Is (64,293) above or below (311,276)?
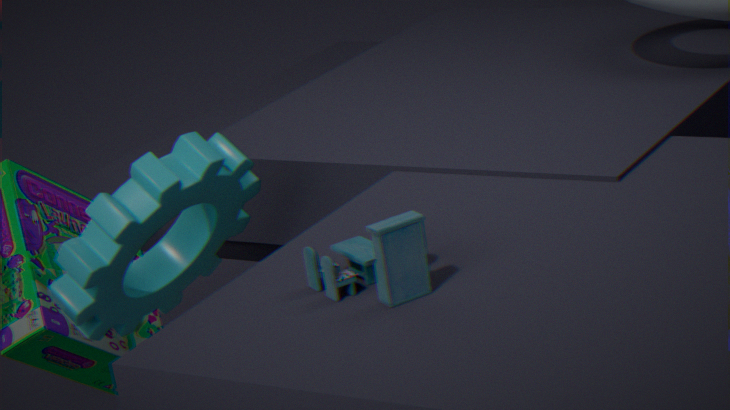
below
